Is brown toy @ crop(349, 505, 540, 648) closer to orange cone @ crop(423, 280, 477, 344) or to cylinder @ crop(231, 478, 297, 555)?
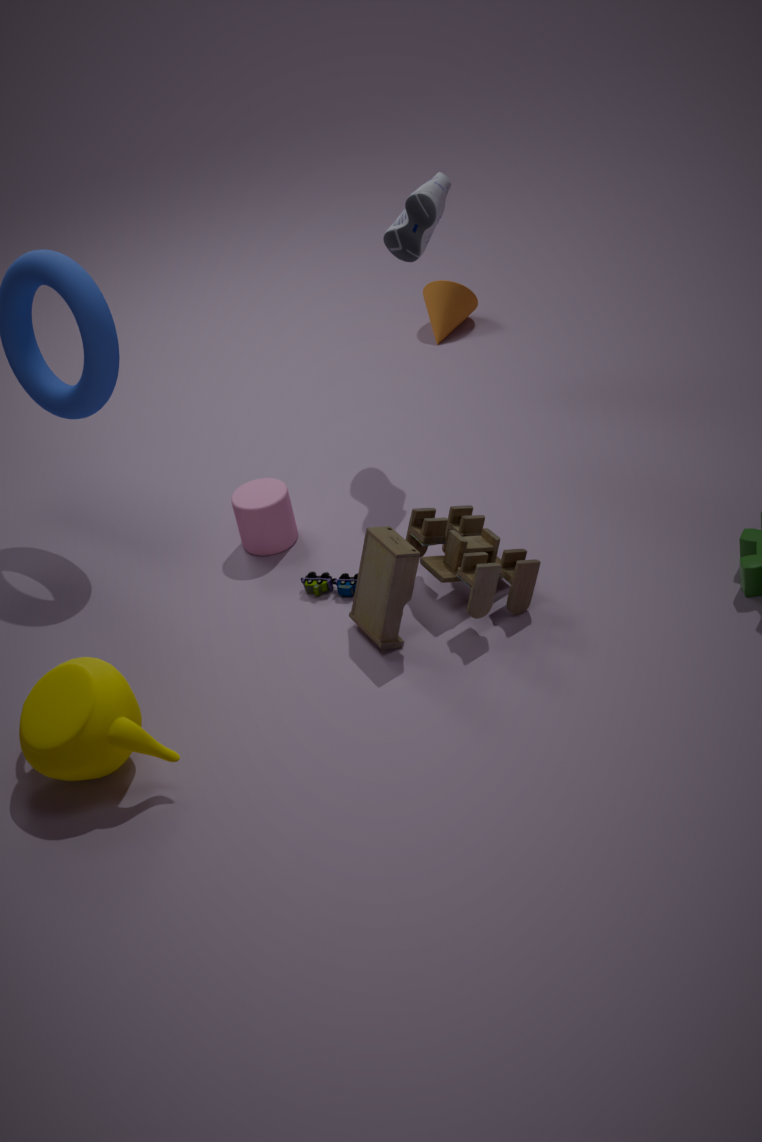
cylinder @ crop(231, 478, 297, 555)
